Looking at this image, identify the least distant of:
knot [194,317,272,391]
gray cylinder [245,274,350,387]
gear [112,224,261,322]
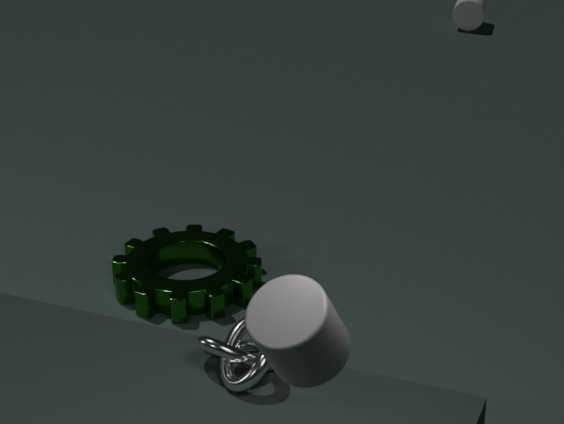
gray cylinder [245,274,350,387]
